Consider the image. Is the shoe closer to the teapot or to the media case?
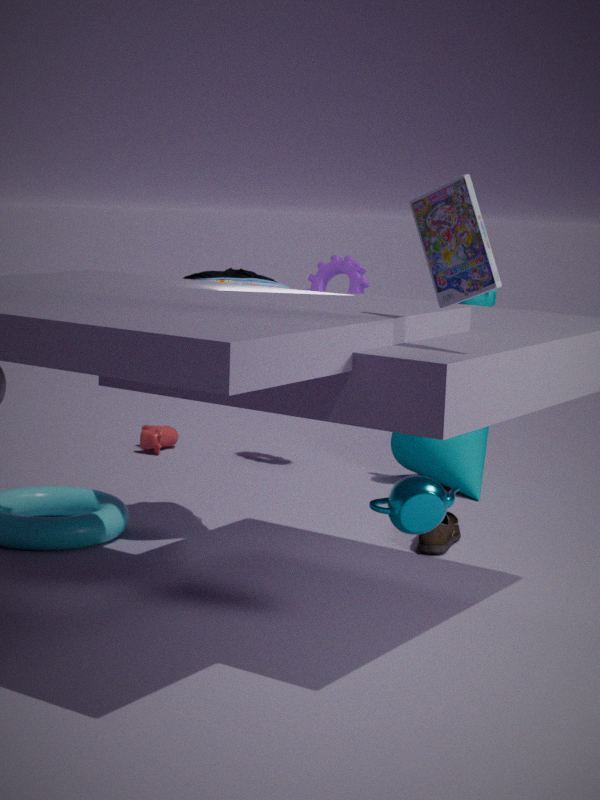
the teapot
